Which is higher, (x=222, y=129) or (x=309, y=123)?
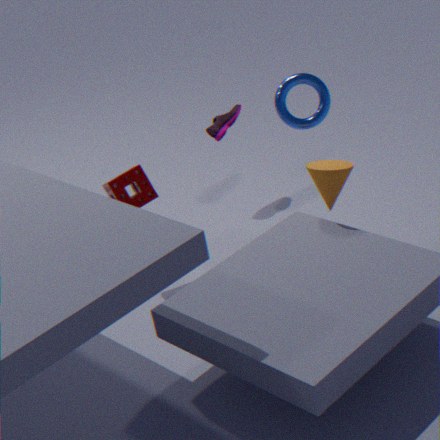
(x=309, y=123)
